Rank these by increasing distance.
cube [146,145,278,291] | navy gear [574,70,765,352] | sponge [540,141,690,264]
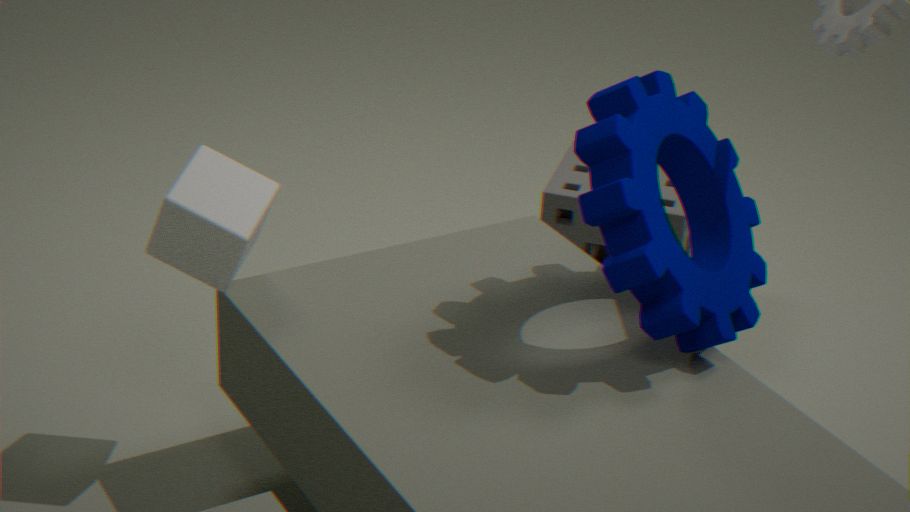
navy gear [574,70,765,352] → cube [146,145,278,291] → sponge [540,141,690,264]
